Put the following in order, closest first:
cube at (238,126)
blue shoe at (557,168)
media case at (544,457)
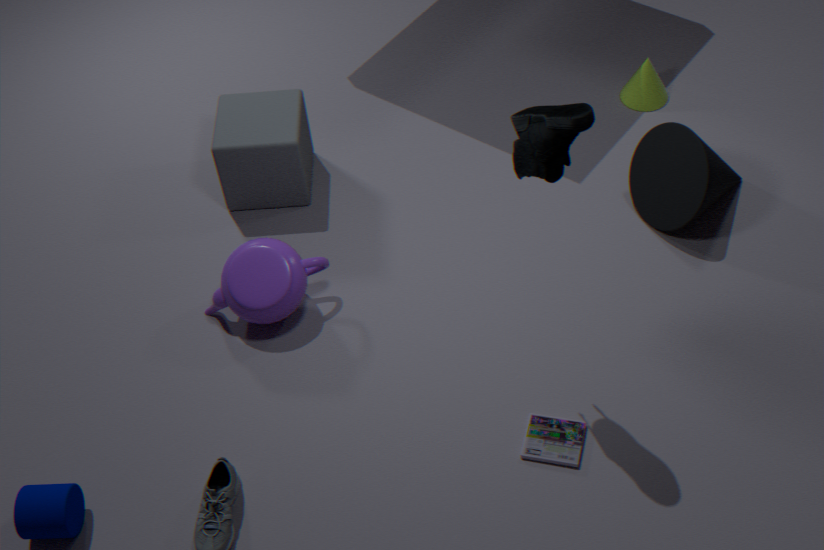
blue shoe at (557,168), media case at (544,457), cube at (238,126)
